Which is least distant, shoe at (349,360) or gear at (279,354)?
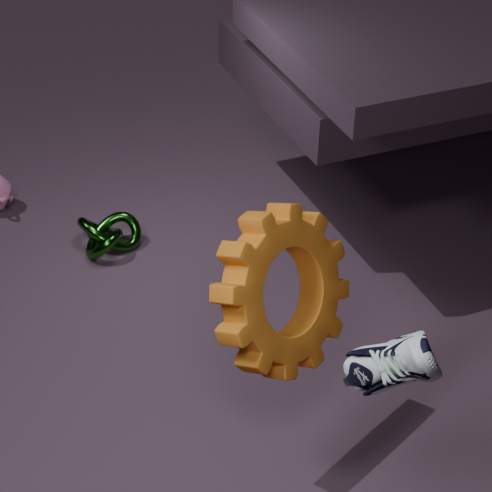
shoe at (349,360)
